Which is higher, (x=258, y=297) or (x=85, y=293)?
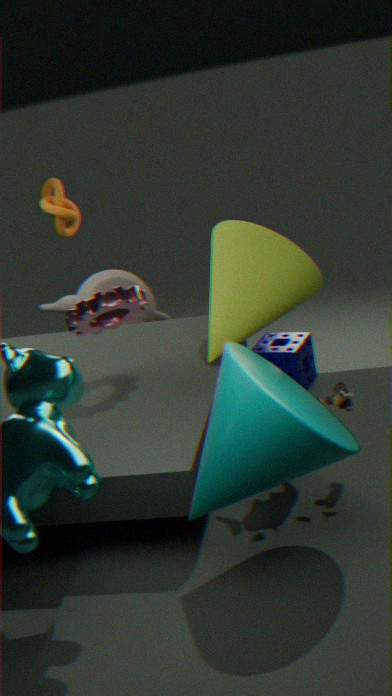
(x=258, y=297)
